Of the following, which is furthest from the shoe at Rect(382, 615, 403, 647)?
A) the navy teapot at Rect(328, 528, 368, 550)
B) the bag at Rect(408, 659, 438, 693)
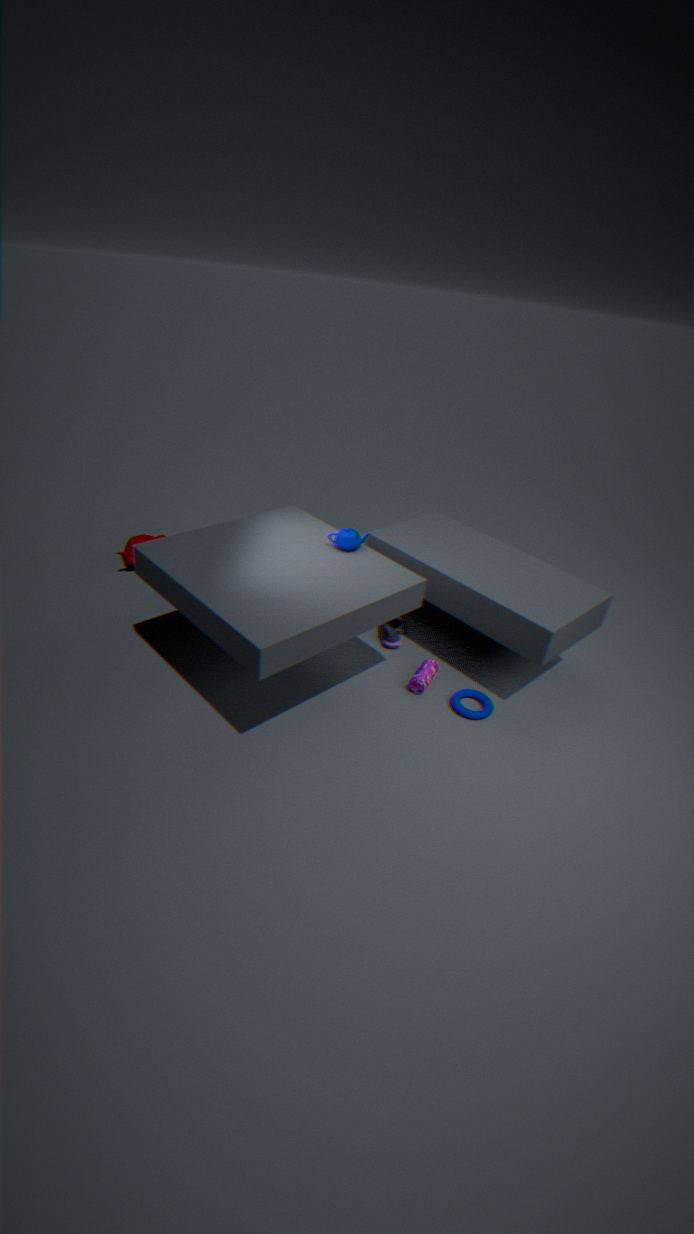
the navy teapot at Rect(328, 528, 368, 550)
